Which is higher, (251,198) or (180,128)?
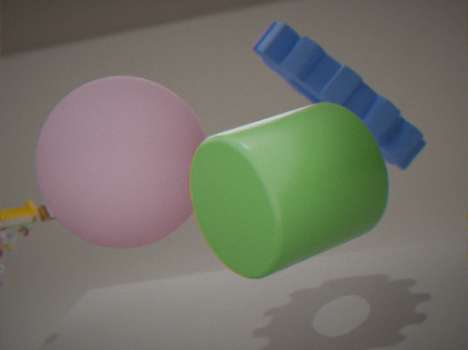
(251,198)
